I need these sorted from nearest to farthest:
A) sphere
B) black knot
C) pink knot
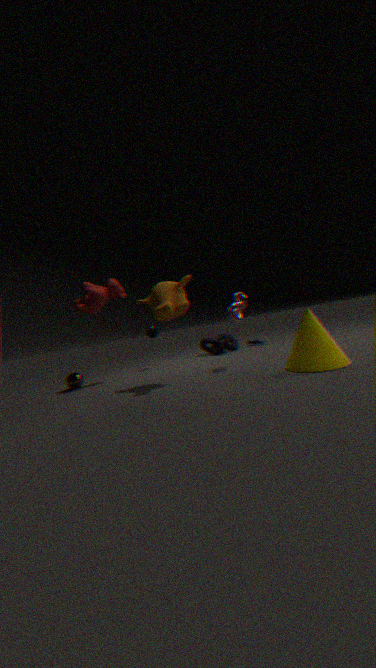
pink knot → sphere → black knot
